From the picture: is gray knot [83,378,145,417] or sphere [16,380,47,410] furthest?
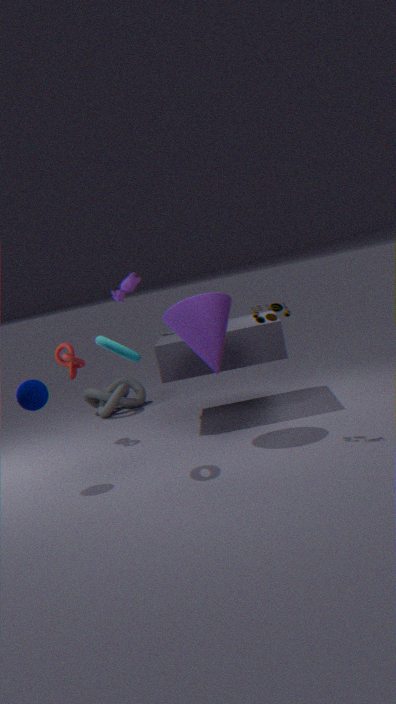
gray knot [83,378,145,417]
